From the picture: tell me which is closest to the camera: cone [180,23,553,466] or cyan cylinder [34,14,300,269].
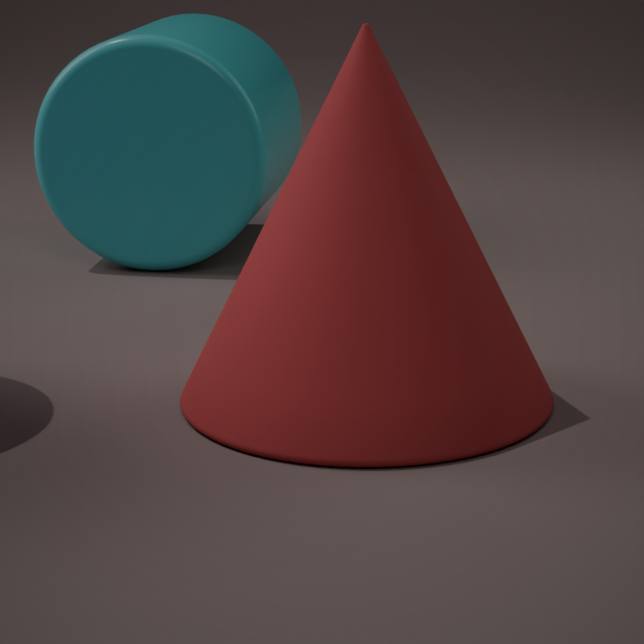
cone [180,23,553,466]
